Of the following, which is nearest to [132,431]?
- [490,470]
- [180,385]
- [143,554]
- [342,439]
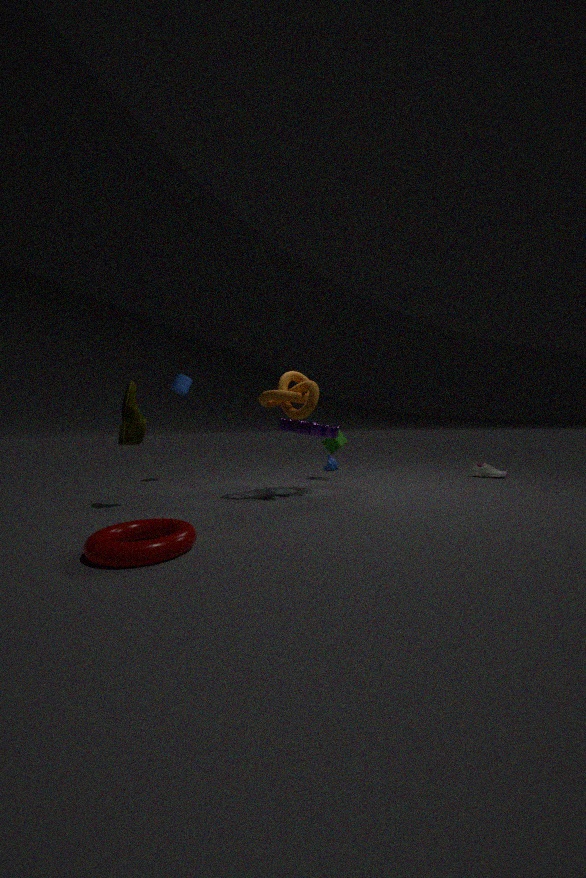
[143,554]
